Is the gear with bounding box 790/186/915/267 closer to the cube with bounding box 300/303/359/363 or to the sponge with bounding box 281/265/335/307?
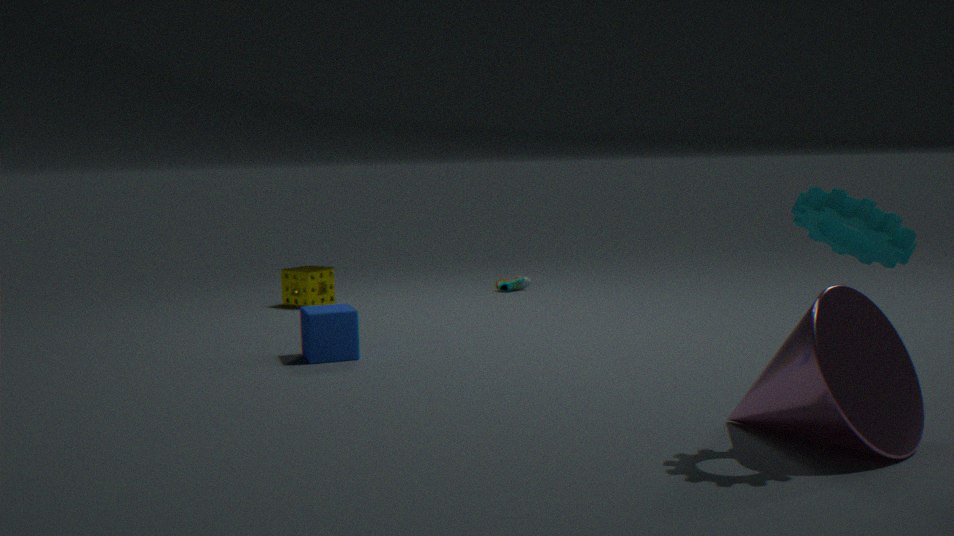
the cube with bounding box 300/303/359/363
